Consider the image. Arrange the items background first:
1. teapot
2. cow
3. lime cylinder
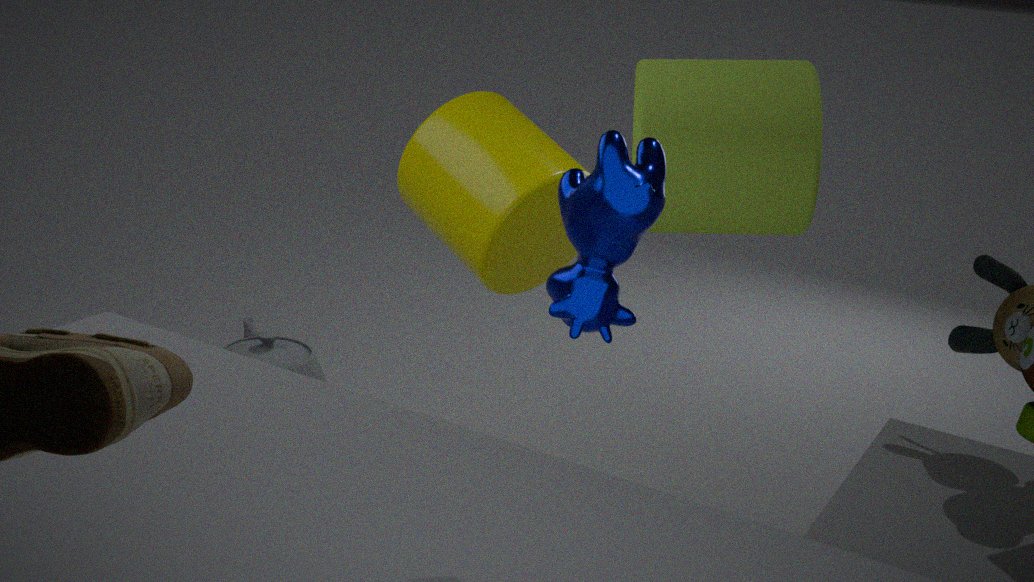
teapot < lime cylinder < cow
